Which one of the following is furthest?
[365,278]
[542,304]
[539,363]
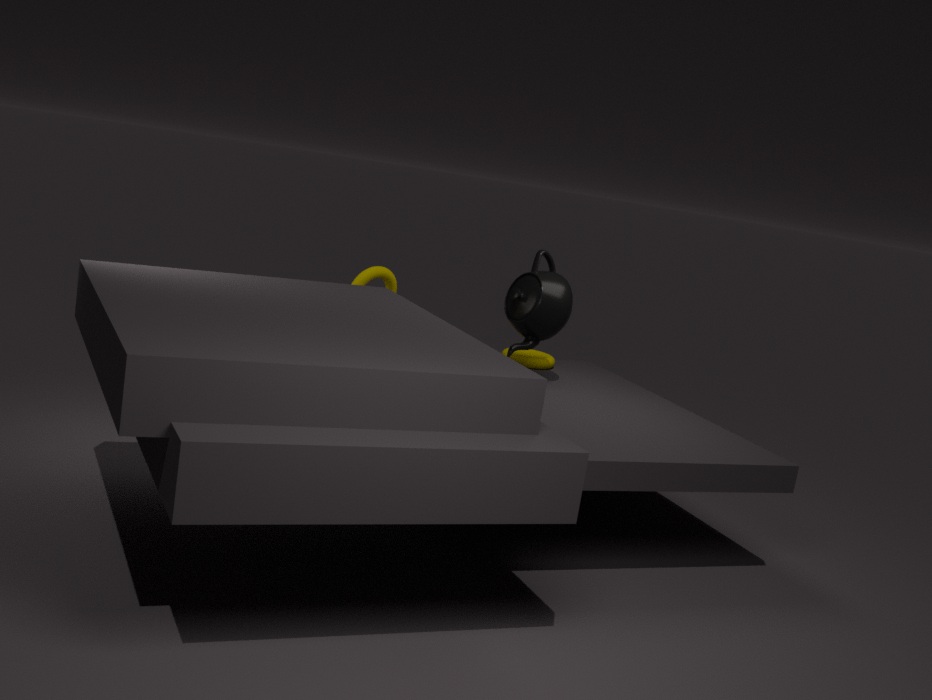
[539,363]
